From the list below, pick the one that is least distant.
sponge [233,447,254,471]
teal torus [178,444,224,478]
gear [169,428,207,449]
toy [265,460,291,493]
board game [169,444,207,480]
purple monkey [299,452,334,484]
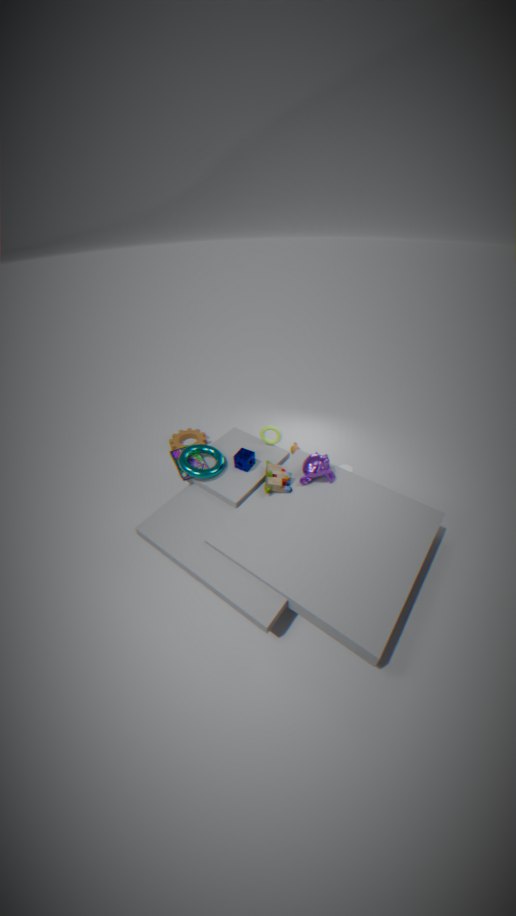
toy [265,460,291,493]
